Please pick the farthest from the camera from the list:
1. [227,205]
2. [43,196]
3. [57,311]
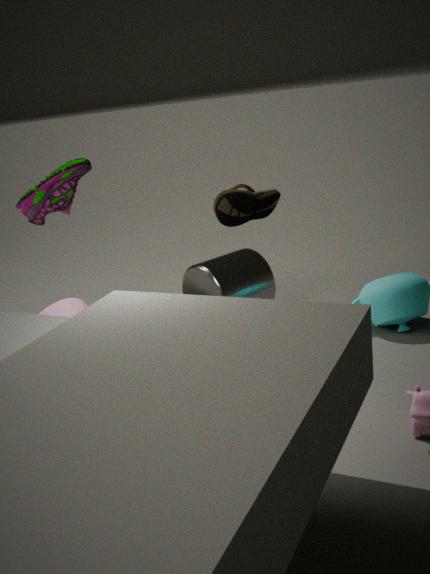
[43,196]
